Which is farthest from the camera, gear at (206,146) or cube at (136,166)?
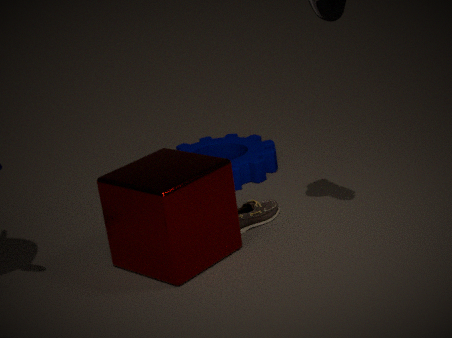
gear at (206,146)
